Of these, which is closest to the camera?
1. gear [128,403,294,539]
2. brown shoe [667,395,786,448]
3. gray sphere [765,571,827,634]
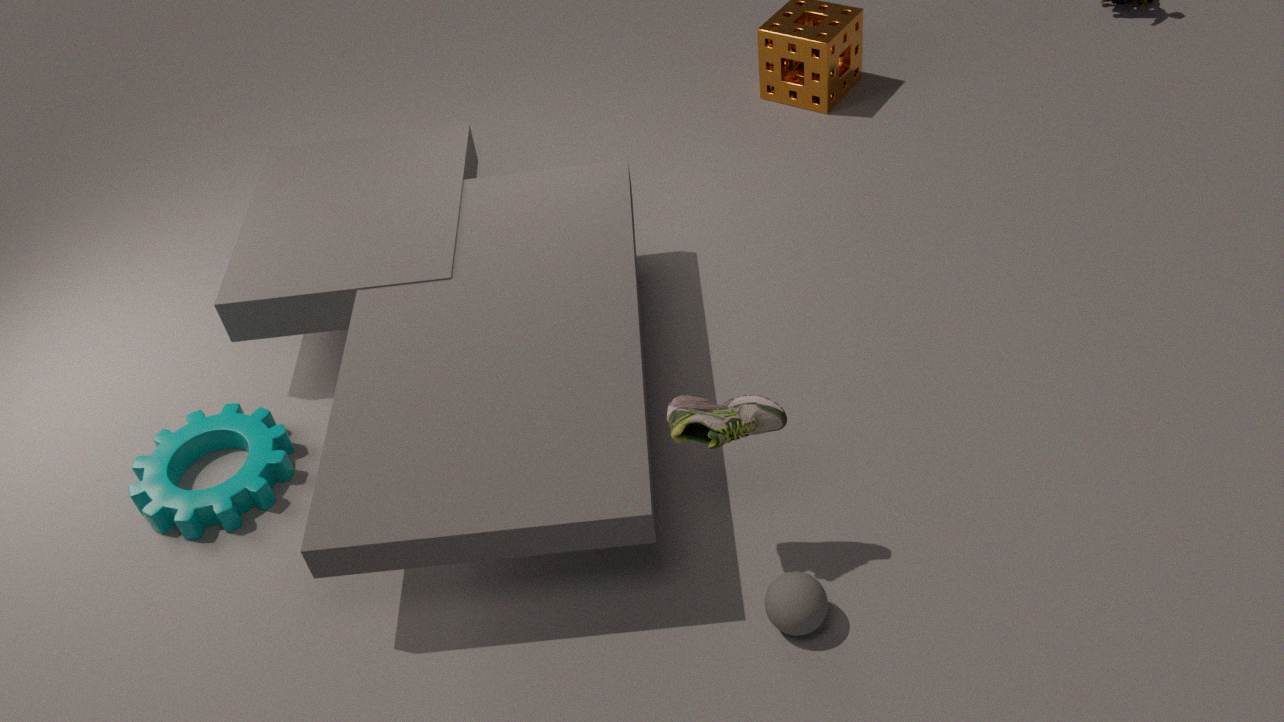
brown shoe [667,395,786,448]
